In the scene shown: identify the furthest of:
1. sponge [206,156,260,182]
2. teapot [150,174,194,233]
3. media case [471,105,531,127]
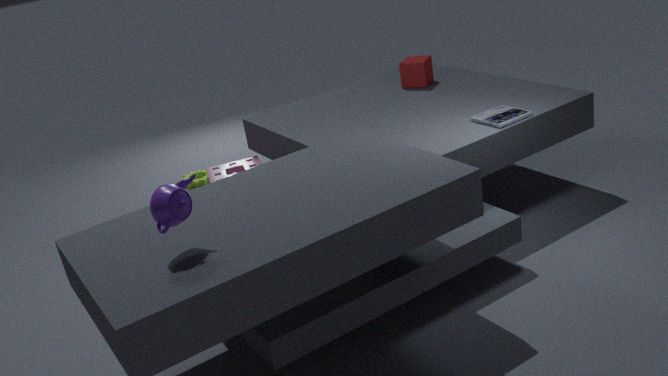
sponge [206,156,260,182]
